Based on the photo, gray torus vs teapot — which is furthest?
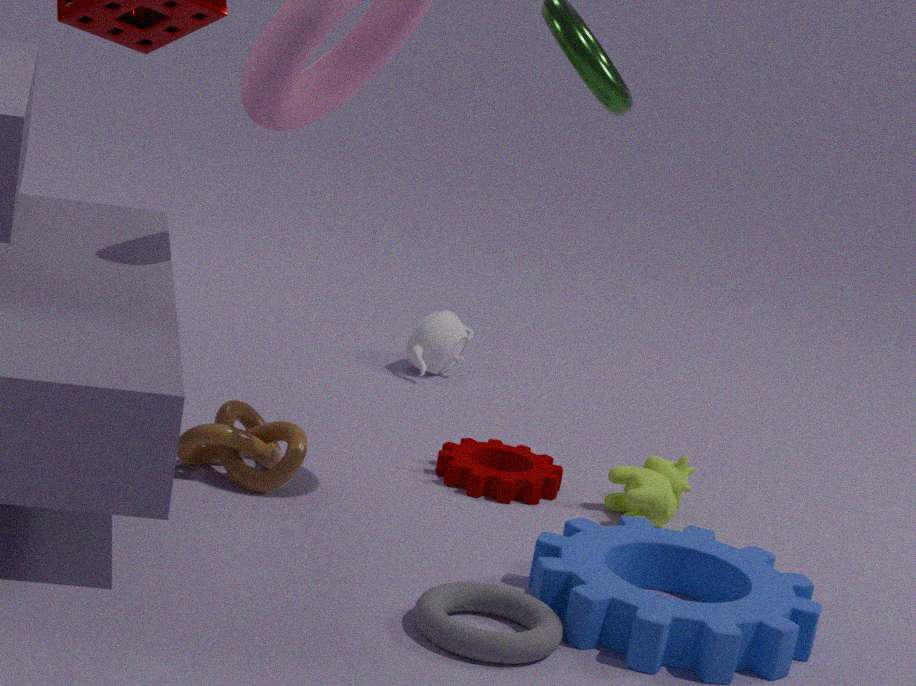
teapot
